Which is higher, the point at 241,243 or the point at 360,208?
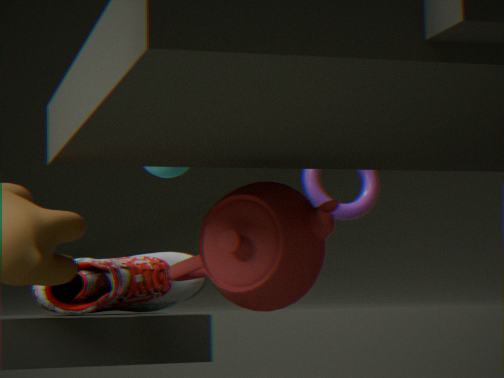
the point at 360,208
